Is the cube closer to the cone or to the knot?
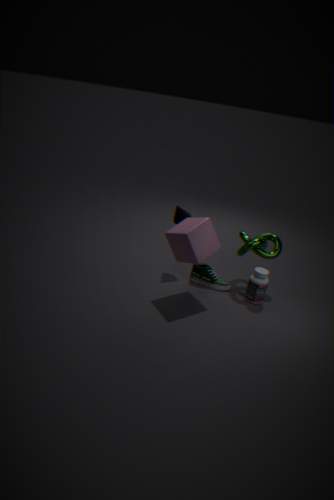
the cone
